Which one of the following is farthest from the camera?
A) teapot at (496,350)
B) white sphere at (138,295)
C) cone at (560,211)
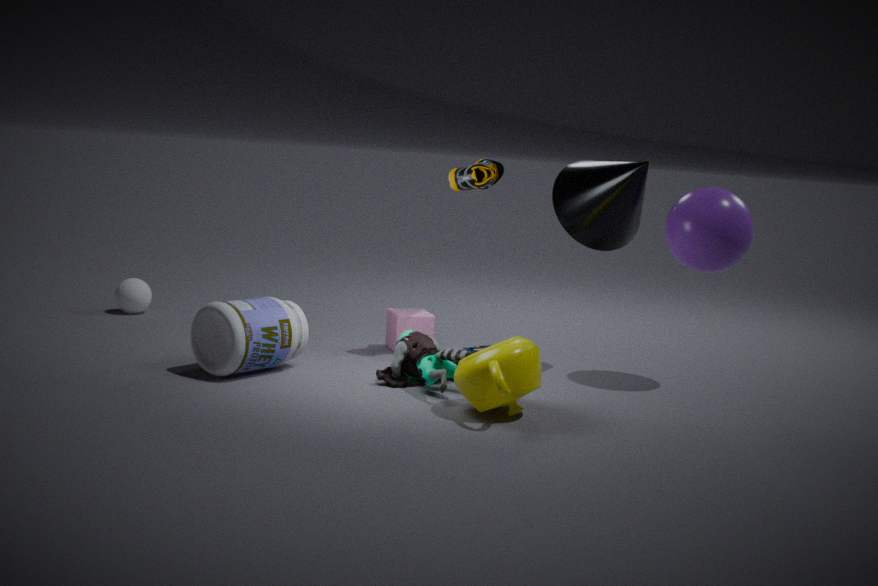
white sphere at (138,295)
